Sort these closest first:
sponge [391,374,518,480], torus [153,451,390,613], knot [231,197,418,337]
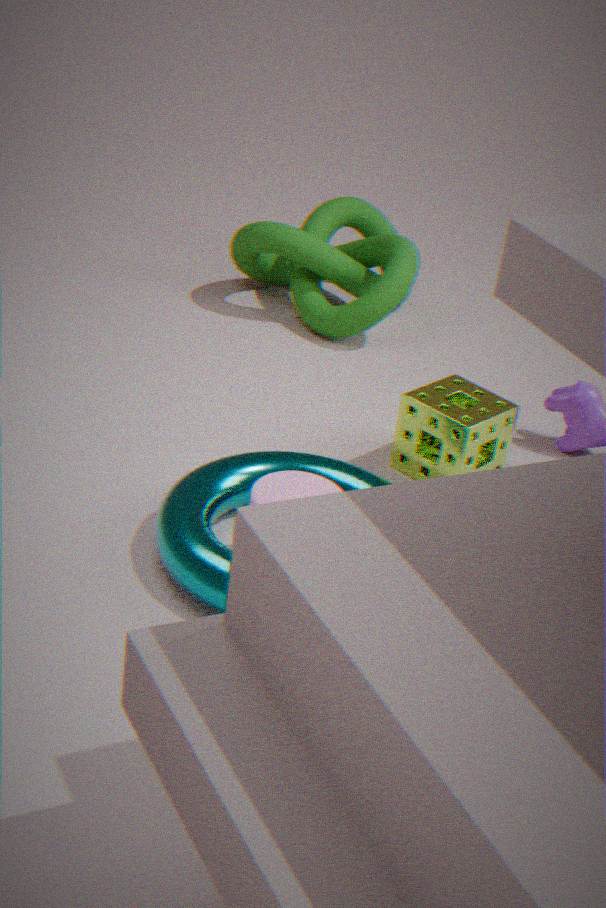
torus [153,451,390,613] < sponge [391,374,518,480] < knot [231,197,418,337]
